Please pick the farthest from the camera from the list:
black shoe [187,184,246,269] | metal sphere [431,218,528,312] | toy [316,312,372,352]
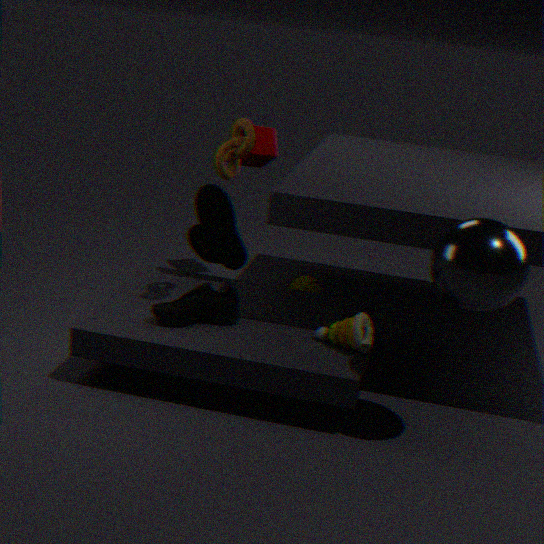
black shoe [187,184,246,269]
